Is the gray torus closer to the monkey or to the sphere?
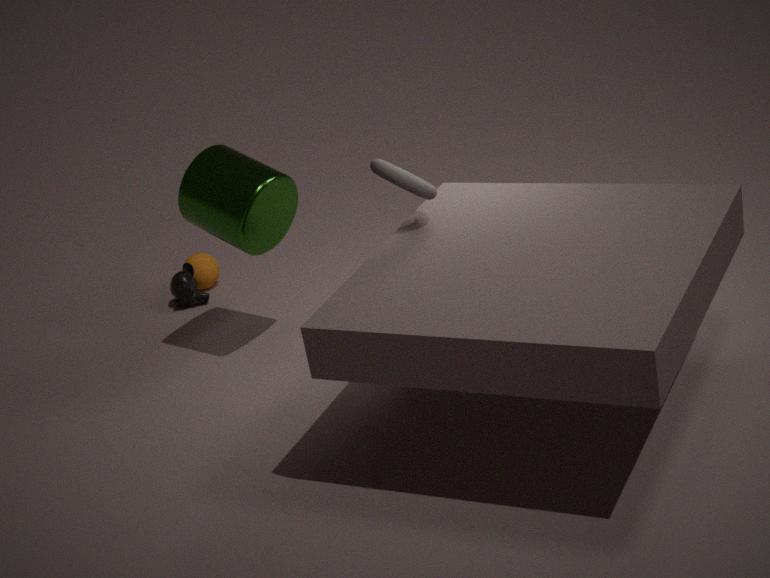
the monkey
